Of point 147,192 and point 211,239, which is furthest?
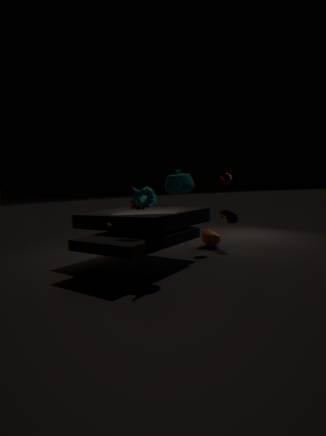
point 211,239
